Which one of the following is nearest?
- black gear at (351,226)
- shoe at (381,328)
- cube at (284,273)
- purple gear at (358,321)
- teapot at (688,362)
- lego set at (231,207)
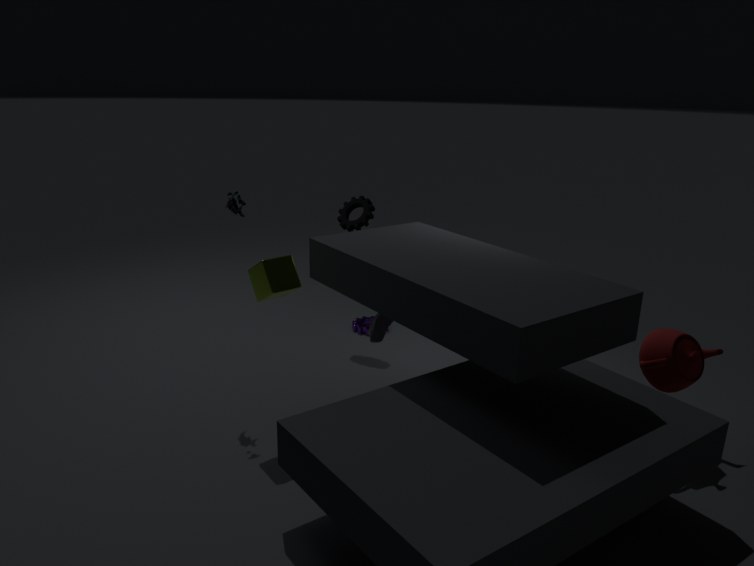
teapot at (688,362)
